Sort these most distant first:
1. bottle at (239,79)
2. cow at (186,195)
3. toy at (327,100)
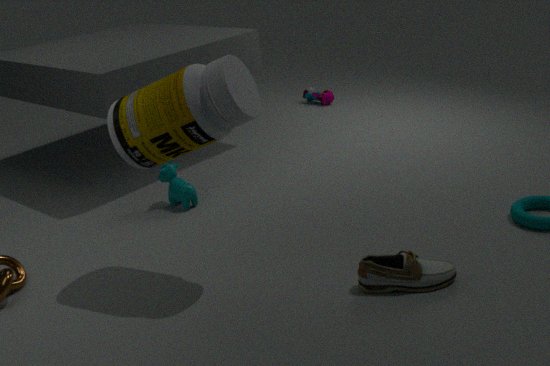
1. toy at (327,100)
2. cow at (186,195)
3. bottle at (239,79)
